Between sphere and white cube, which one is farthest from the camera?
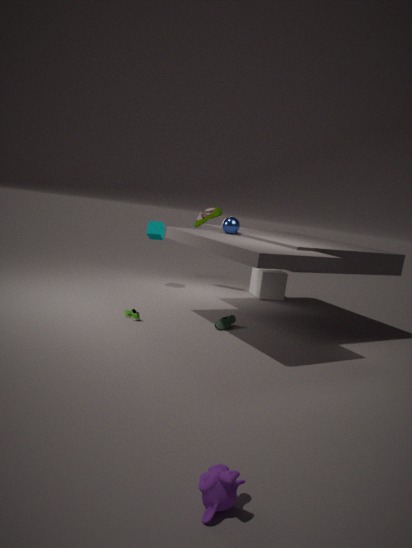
white cube
